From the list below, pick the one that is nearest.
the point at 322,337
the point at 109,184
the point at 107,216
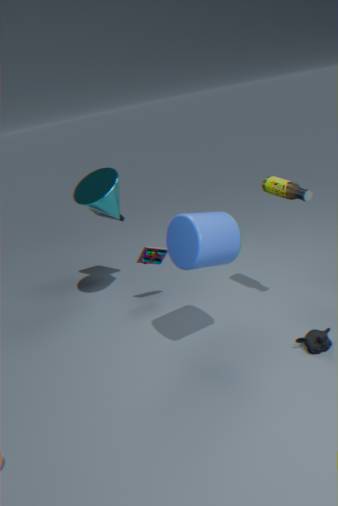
the point at 322,337
